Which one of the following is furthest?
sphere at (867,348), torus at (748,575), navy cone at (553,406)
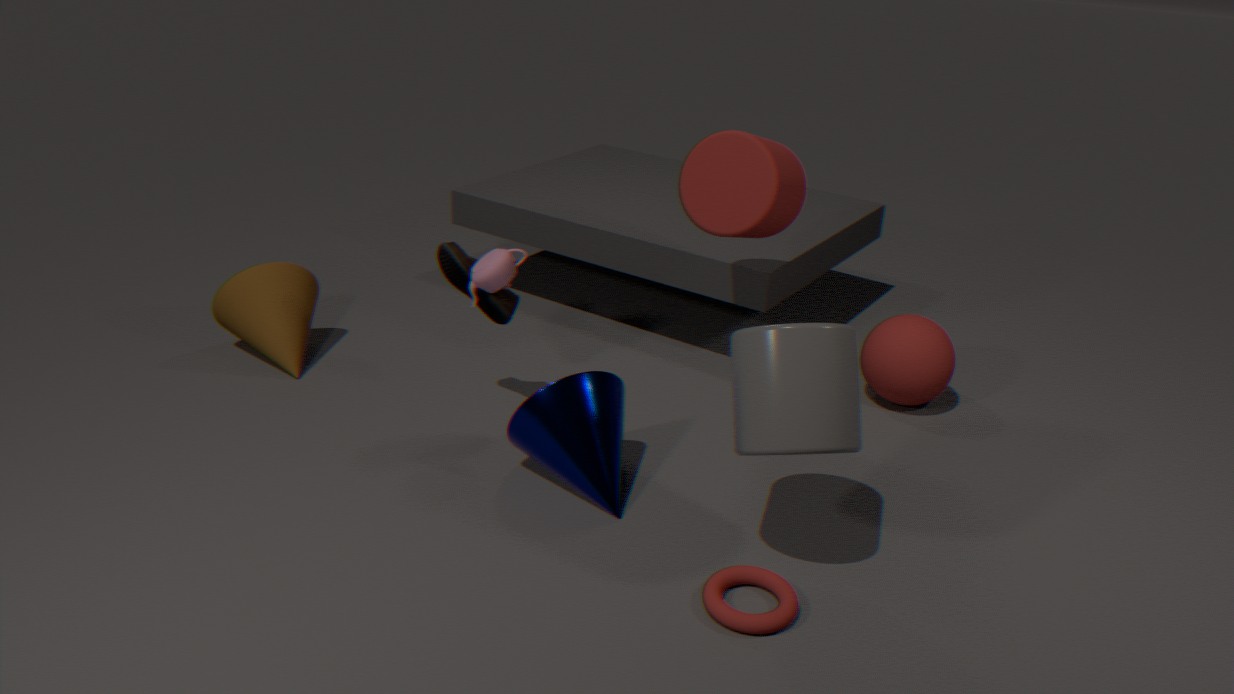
sphere at (867,348)
